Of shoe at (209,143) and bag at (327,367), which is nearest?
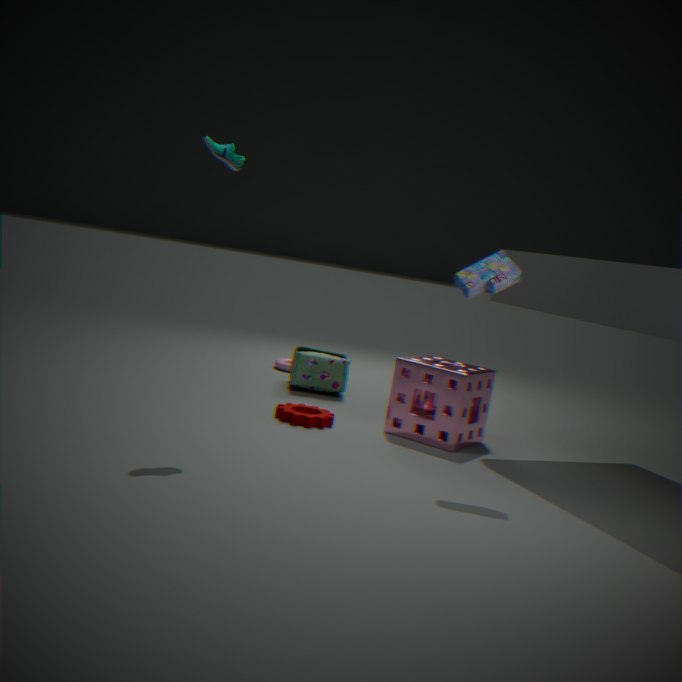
shoe at (209,143)
